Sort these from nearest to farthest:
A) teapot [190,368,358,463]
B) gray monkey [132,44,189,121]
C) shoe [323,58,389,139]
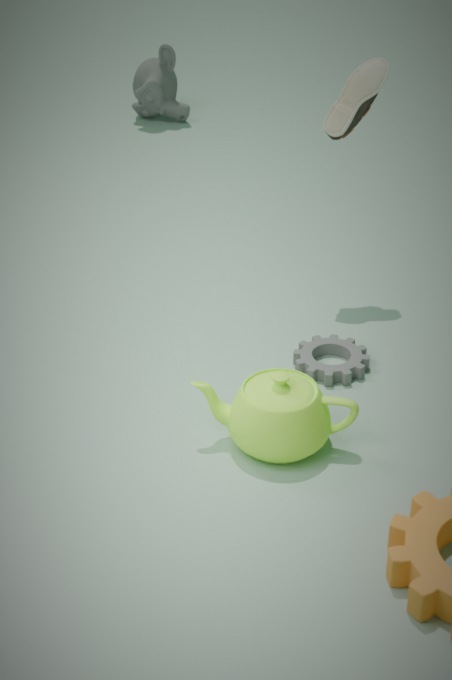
teapot [190,368,358,463], shoe [323,58,389,139], gray monkey [132,44,189,121]
